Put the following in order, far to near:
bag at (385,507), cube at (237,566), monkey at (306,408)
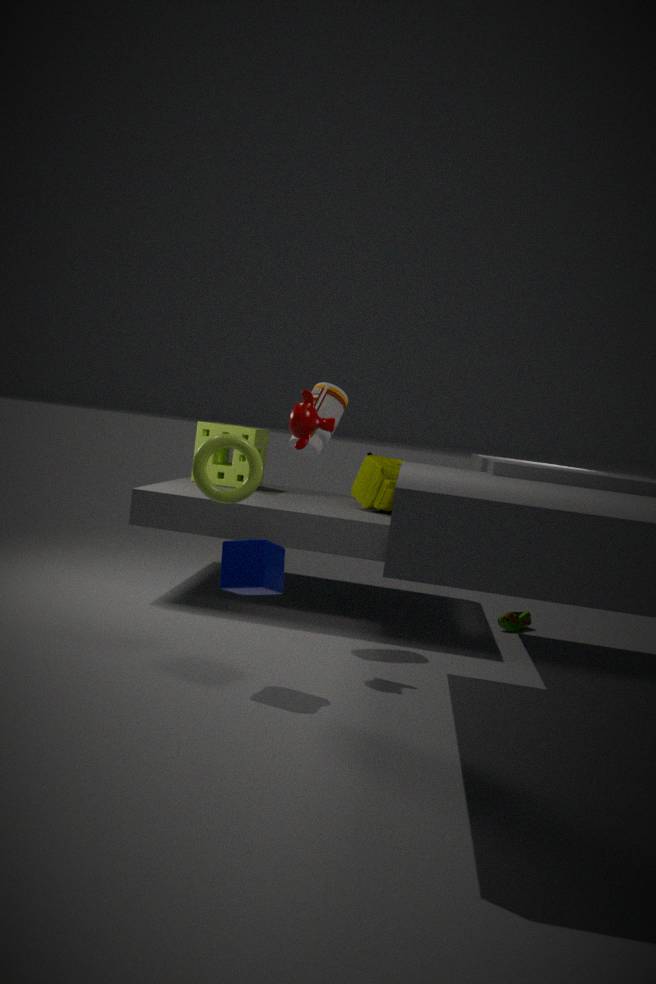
bag at (385,507)
monkey at (306,408)
cube at (237,566)
